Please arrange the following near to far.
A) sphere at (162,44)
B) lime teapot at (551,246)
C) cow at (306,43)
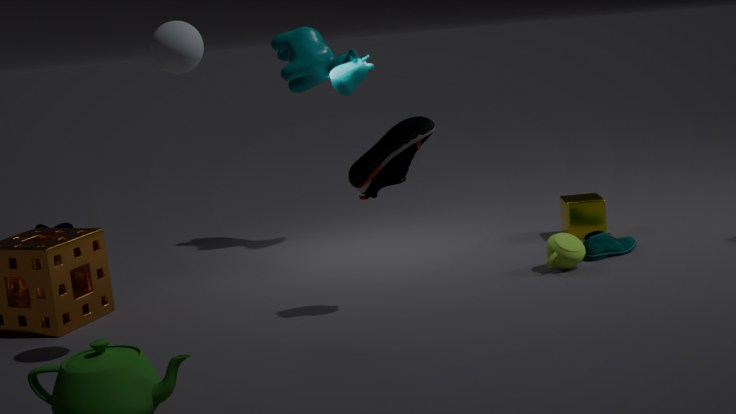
sphere at (162,44), lime teapot at (551,246), cow at (306,43)
